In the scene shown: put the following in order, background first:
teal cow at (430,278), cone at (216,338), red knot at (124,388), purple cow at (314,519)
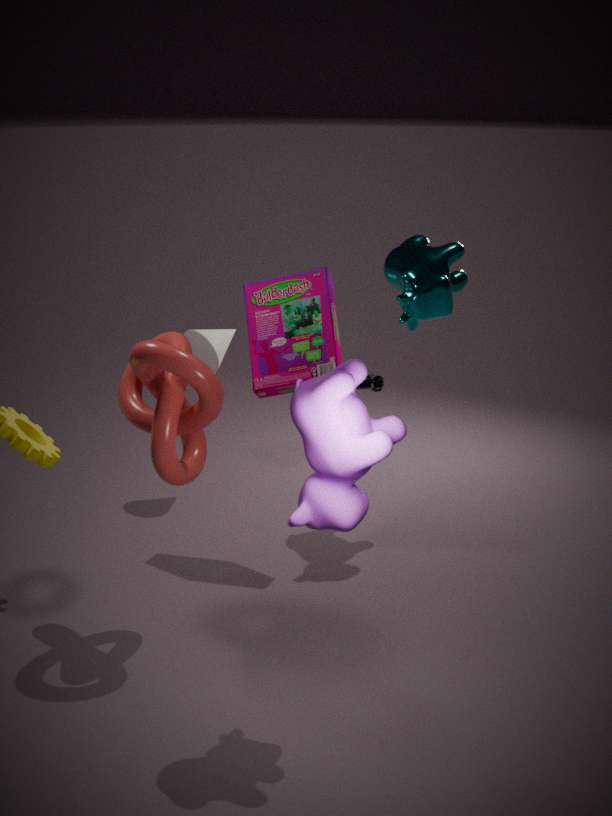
cone at (216,338)
teal cow at (430,278)
red knot at (124,388)
purple cow at (314,519)
